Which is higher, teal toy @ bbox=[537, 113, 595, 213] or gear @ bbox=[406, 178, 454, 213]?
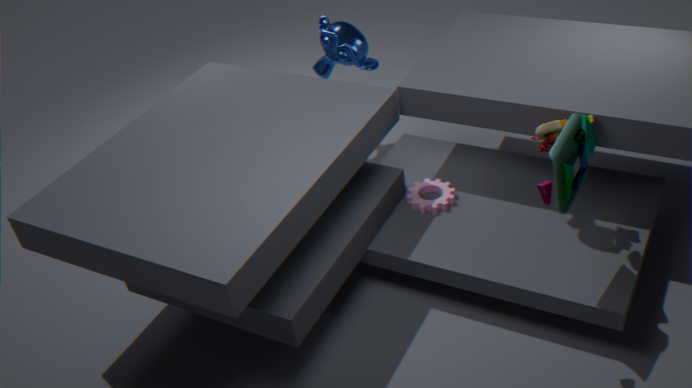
teal toy @ bbox=[537, 113, 595, 213]
